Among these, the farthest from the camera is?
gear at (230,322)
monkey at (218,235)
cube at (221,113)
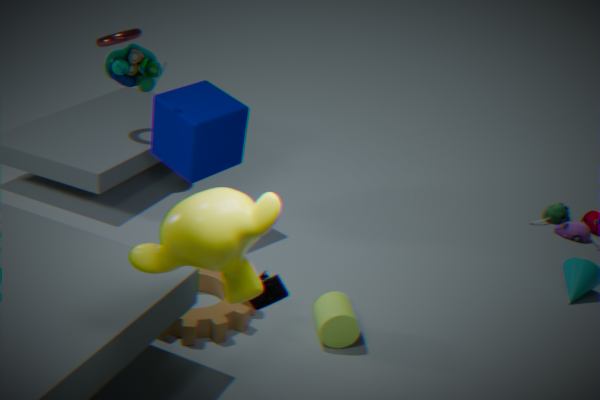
cube at (221,113)
